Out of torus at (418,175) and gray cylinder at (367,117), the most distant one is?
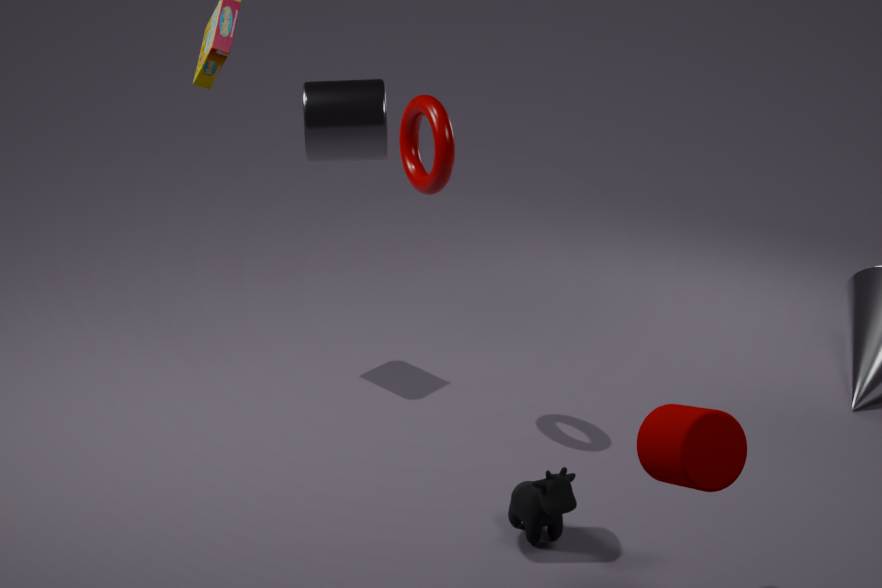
torus at (418,175)
